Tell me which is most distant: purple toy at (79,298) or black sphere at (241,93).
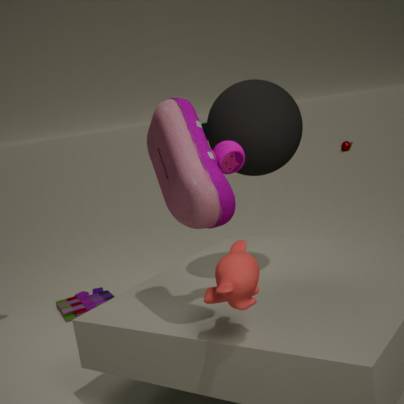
purple toy at (79,298)
